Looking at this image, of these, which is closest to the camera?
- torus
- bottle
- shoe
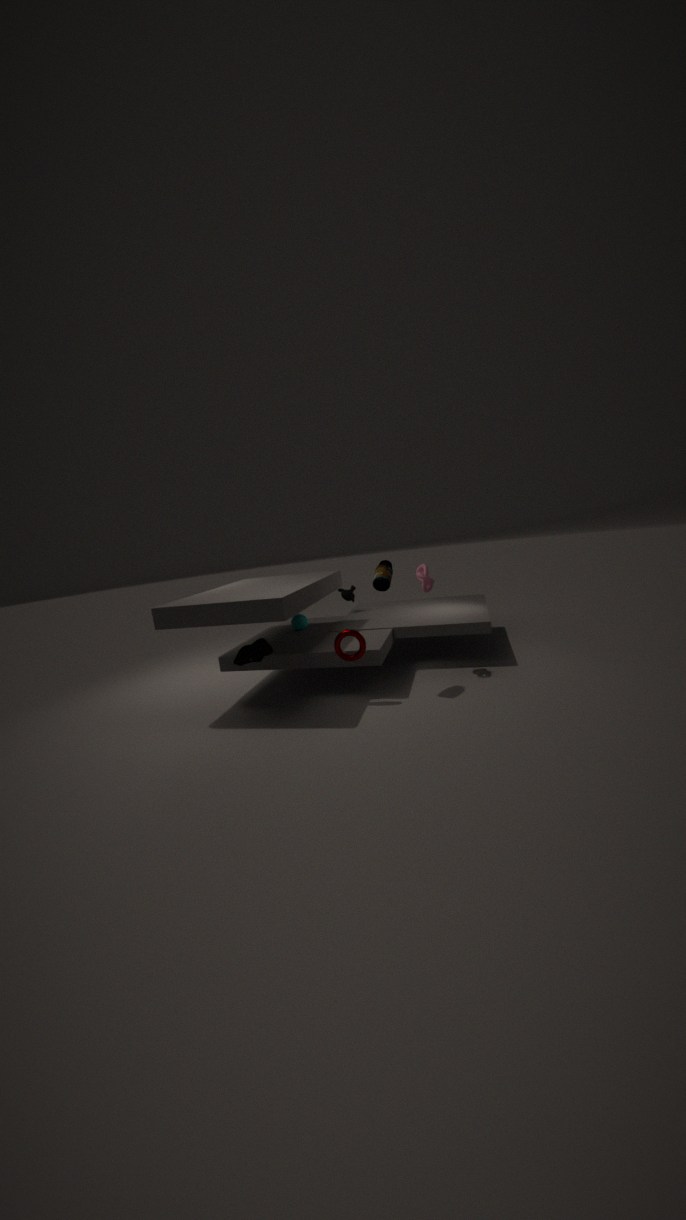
shoe
